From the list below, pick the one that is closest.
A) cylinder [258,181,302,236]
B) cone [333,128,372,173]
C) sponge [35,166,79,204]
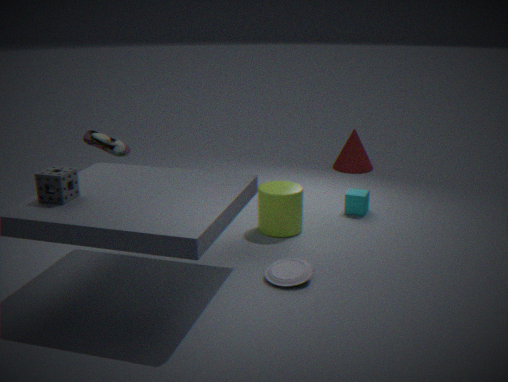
sponge [35,166,79,204]
